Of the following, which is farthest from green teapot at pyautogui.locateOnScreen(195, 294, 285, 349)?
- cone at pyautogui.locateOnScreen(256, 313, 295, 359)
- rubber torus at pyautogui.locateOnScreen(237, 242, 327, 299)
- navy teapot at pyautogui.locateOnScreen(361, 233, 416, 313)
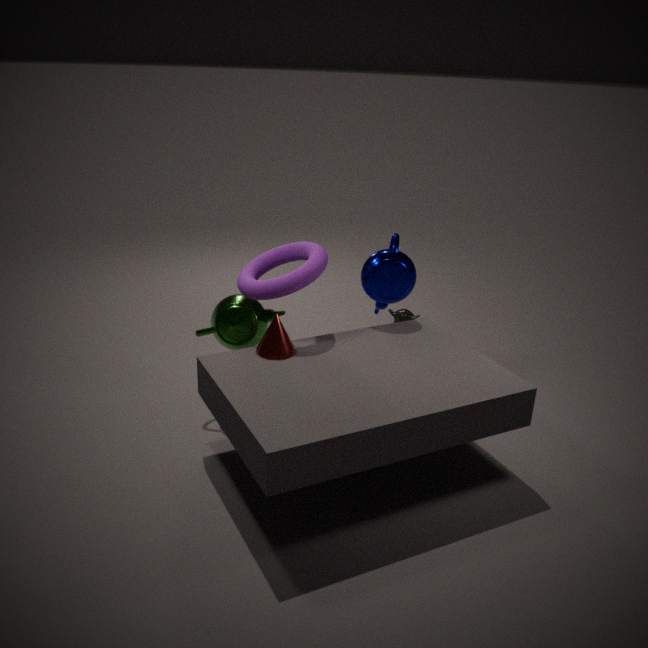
navy teapot at pyautogui.locateOnScreen(361, 233, 416, 313)
